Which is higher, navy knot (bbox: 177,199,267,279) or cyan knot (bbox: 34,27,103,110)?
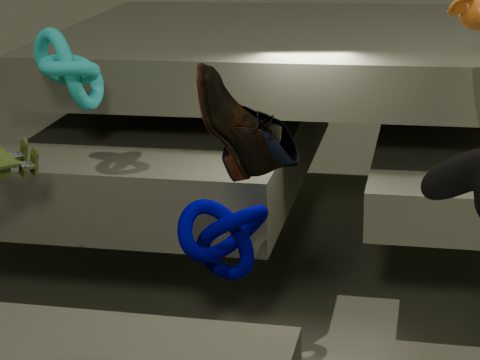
cyan knot (bbox: 34,27,103,110)
